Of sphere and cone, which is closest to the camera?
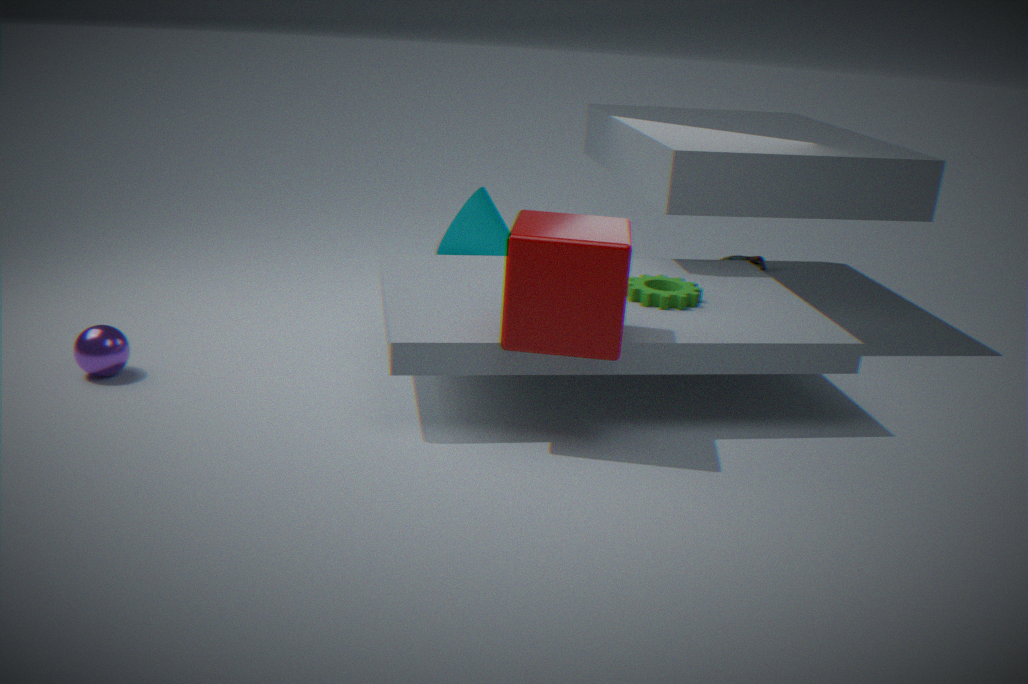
sphere
